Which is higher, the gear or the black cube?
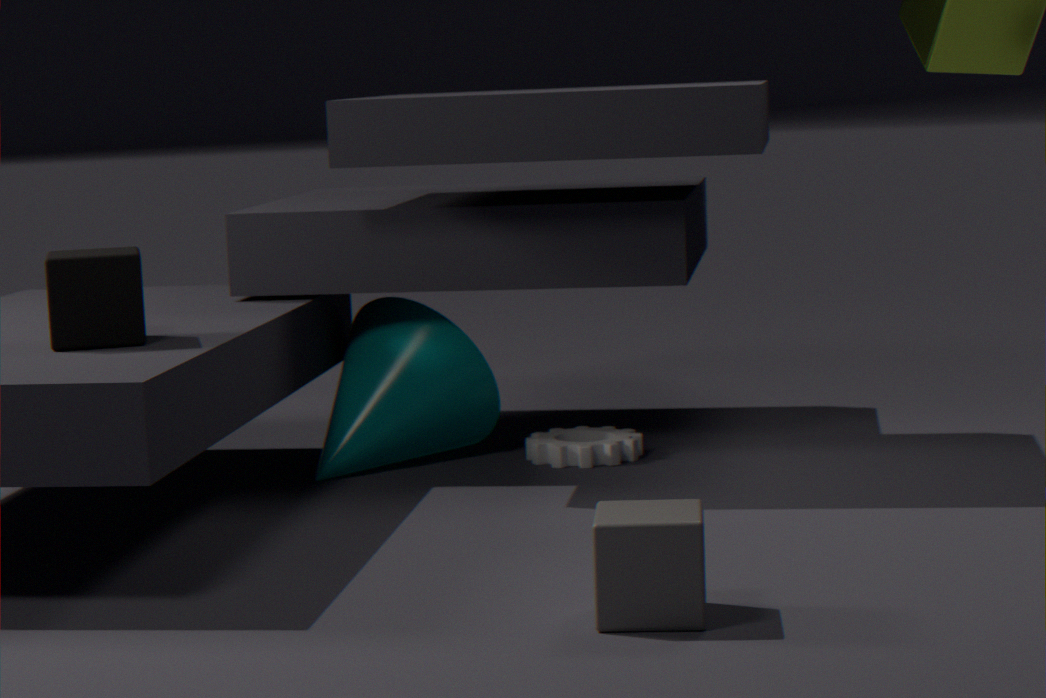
the black cube
